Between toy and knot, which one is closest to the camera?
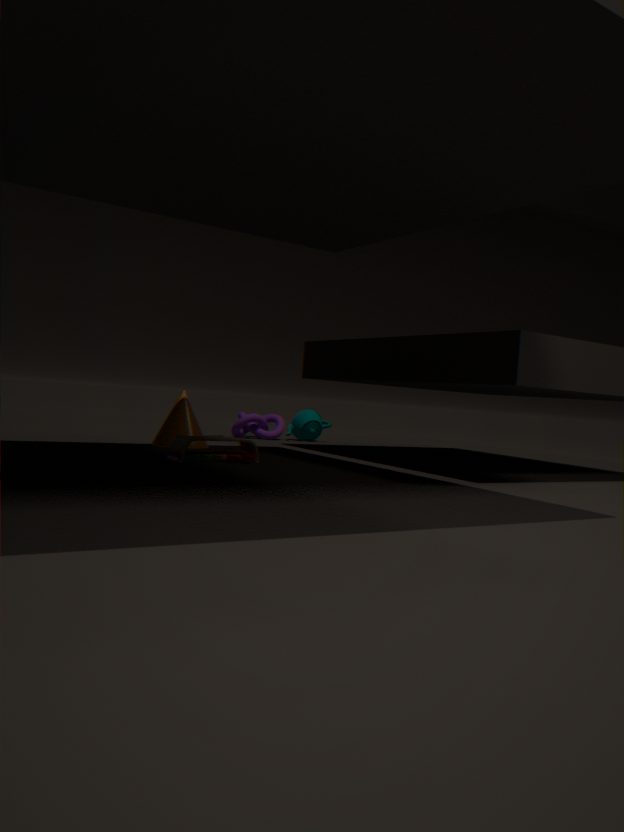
toy
